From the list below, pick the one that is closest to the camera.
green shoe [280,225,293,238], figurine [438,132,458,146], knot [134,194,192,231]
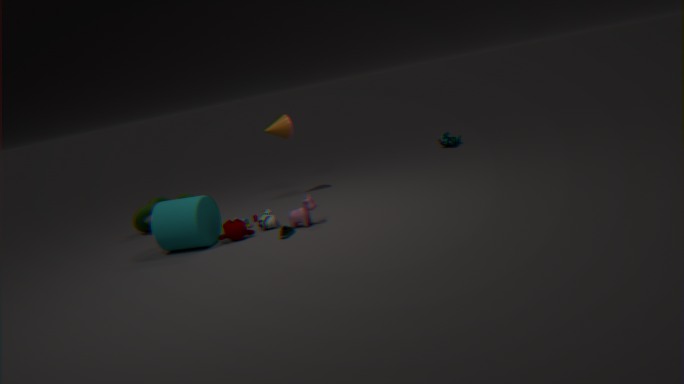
green shoe [280,225,293,238]
